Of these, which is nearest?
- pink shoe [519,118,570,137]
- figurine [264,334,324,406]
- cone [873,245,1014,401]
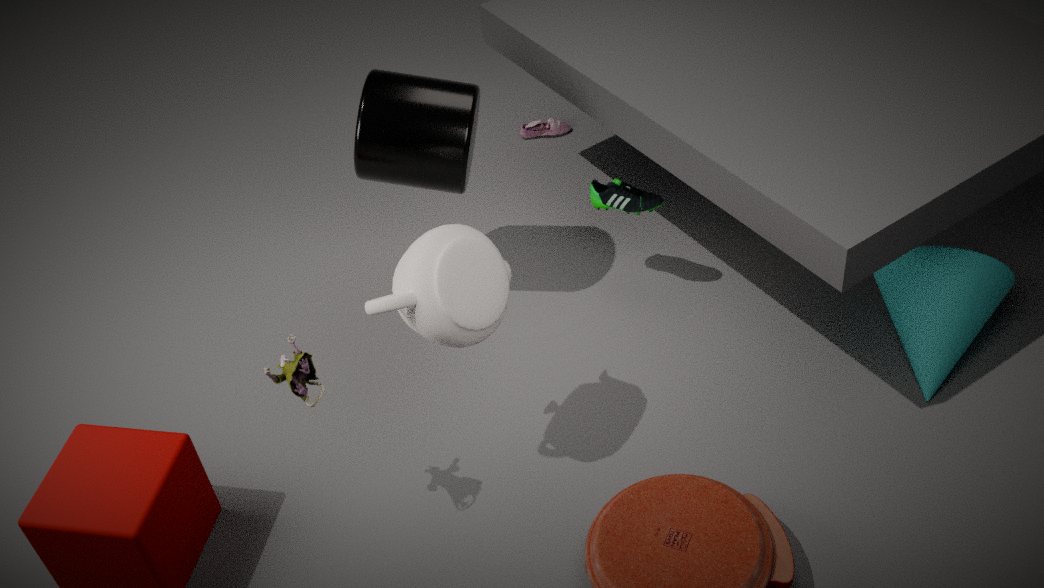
figurine [264,334,324,406]
